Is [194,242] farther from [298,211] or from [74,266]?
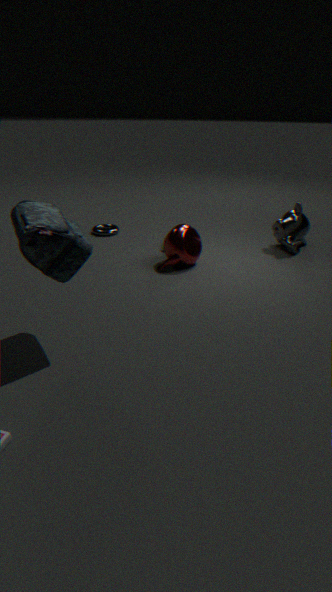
[74,266]
